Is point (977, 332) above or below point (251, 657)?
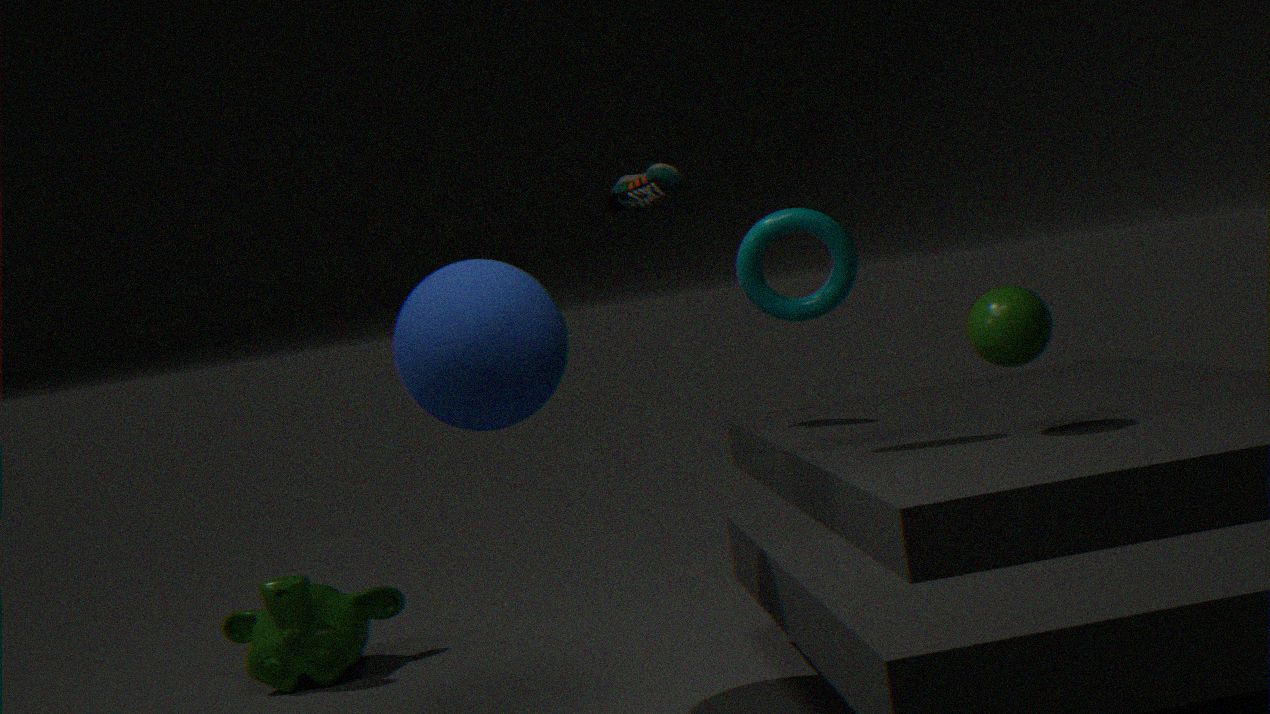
above
